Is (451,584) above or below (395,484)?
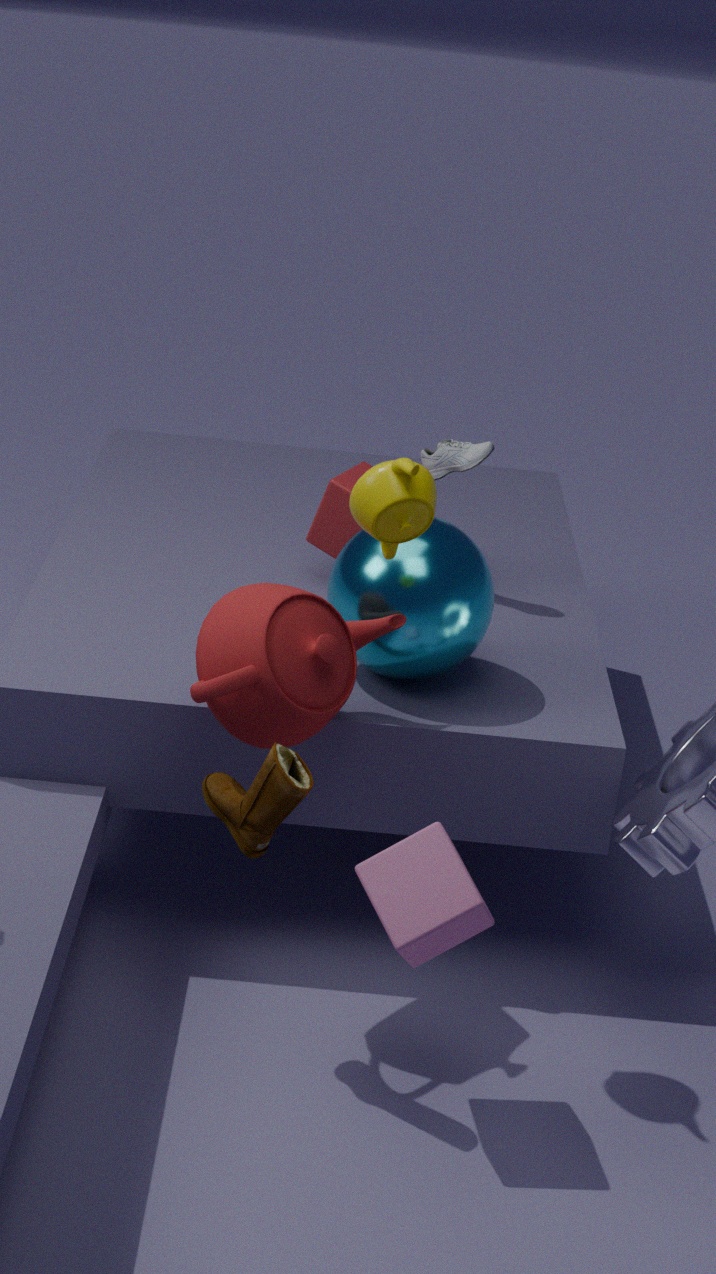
below
